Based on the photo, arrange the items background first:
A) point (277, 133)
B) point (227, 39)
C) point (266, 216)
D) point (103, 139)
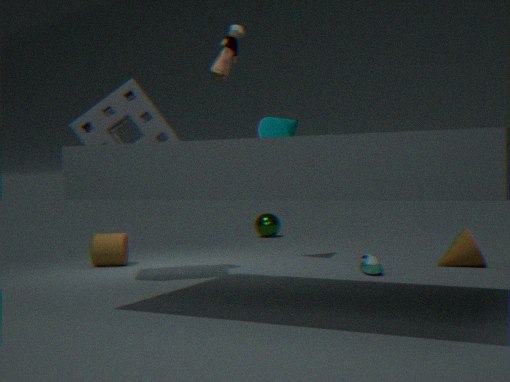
point (266, 216), point (277, 133), point (103, 139), point (227, 39)
